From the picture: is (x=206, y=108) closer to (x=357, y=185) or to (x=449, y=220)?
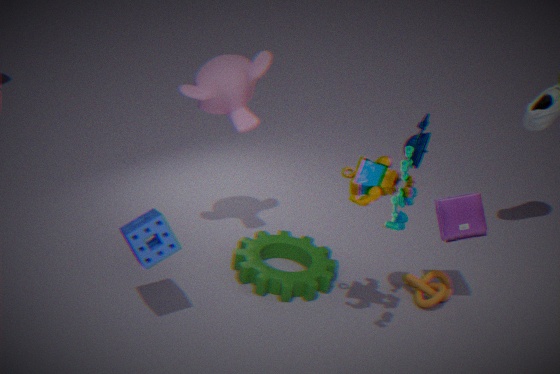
(x=357, y=185)
